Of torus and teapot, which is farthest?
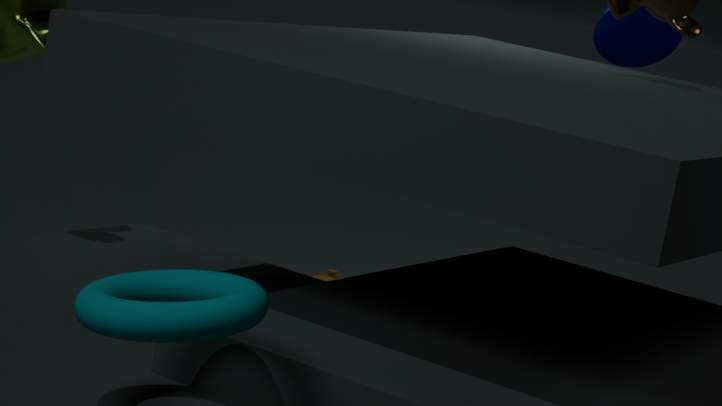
teapot
